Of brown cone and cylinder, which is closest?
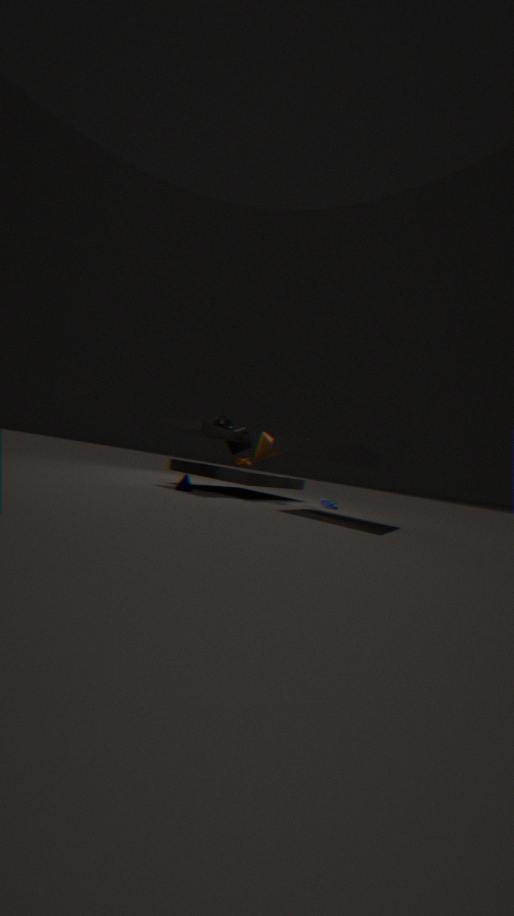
brown cone
